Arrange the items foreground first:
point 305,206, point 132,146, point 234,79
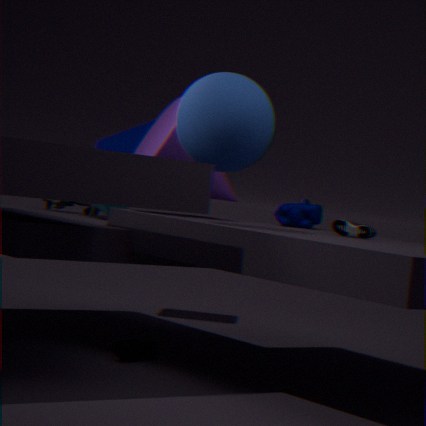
point 234,79, point 305,206, point 132,146
